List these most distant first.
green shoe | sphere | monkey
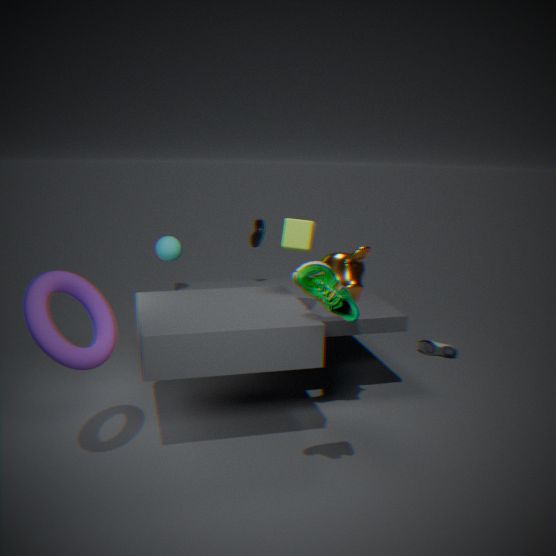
sphere < monkey < green shoe
